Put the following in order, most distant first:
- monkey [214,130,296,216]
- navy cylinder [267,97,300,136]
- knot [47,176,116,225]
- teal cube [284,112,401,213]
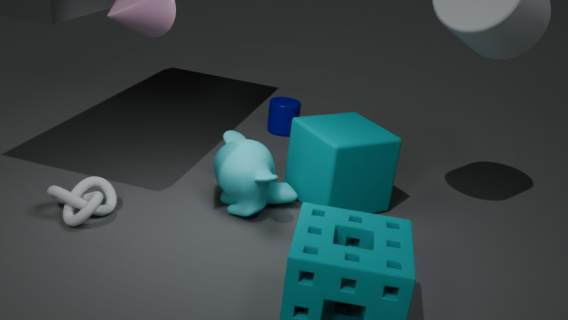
navy cylinder [267,97,300,136] < teal cube [284,112,401,213] < monkey [214,130,296,216] < knot [47,176,116,225]
